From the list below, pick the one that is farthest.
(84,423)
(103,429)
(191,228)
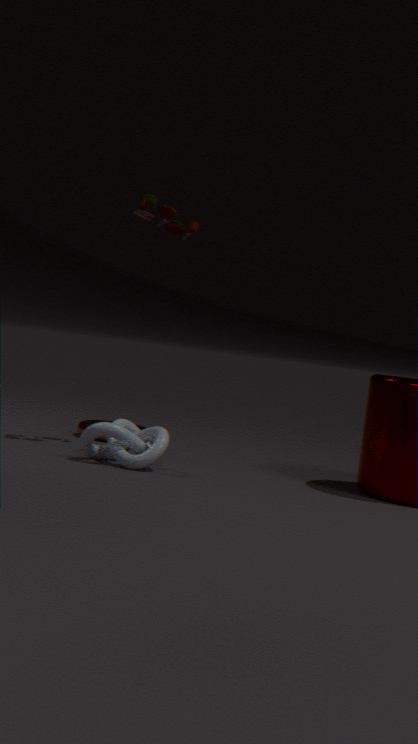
(84,423)
